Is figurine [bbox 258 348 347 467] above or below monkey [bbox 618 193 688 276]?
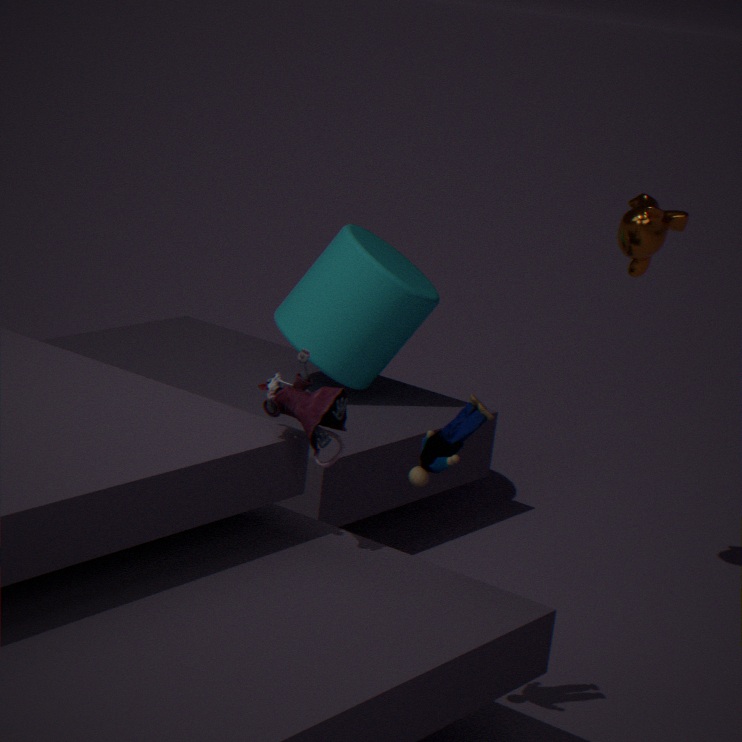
below
